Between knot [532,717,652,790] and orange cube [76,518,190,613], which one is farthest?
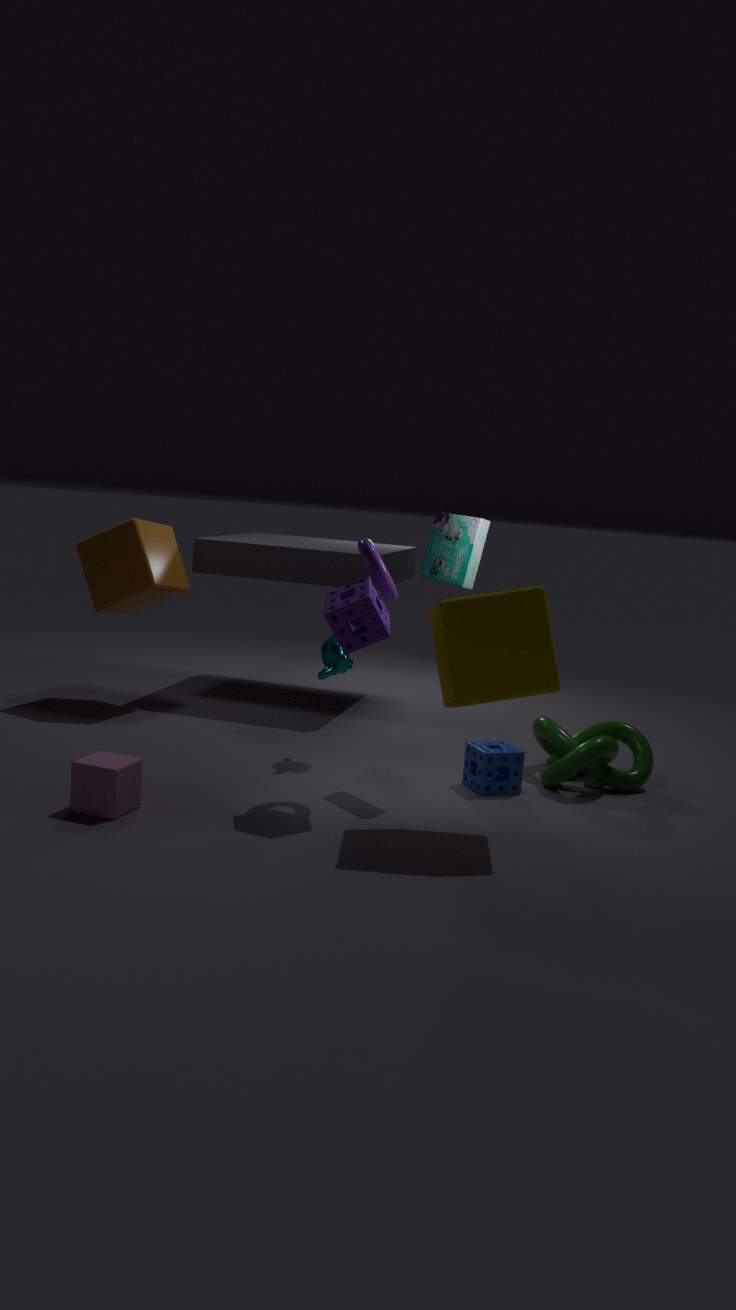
orange cube [76,518,190,613]
